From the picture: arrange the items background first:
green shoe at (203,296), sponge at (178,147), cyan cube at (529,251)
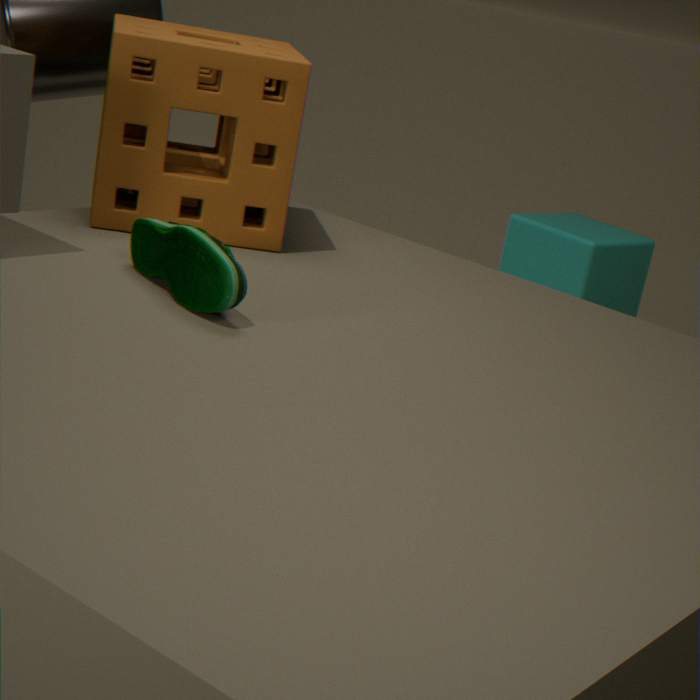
cyan cube at (529,251) → sponge at (178,147) → green shoe at (203,296)
